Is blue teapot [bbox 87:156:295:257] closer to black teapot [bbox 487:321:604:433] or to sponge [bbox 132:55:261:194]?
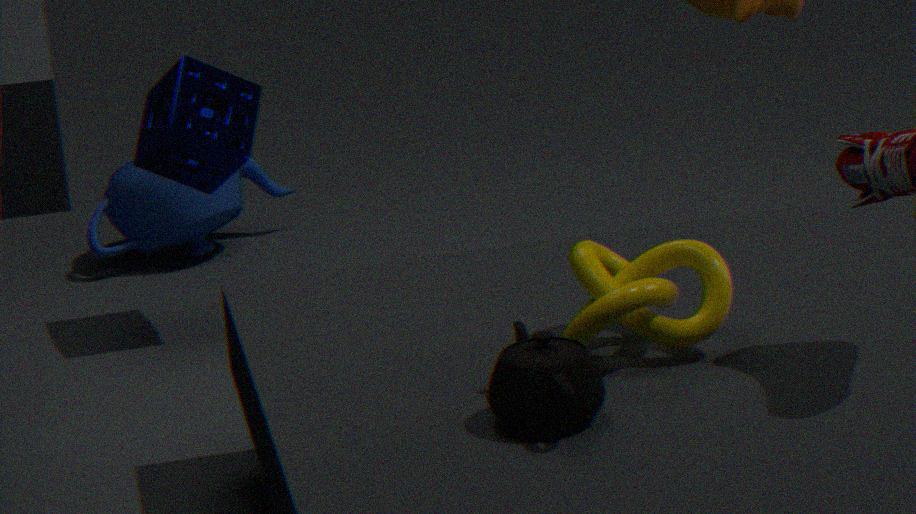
sponge [bbox 132:55:261:194]
